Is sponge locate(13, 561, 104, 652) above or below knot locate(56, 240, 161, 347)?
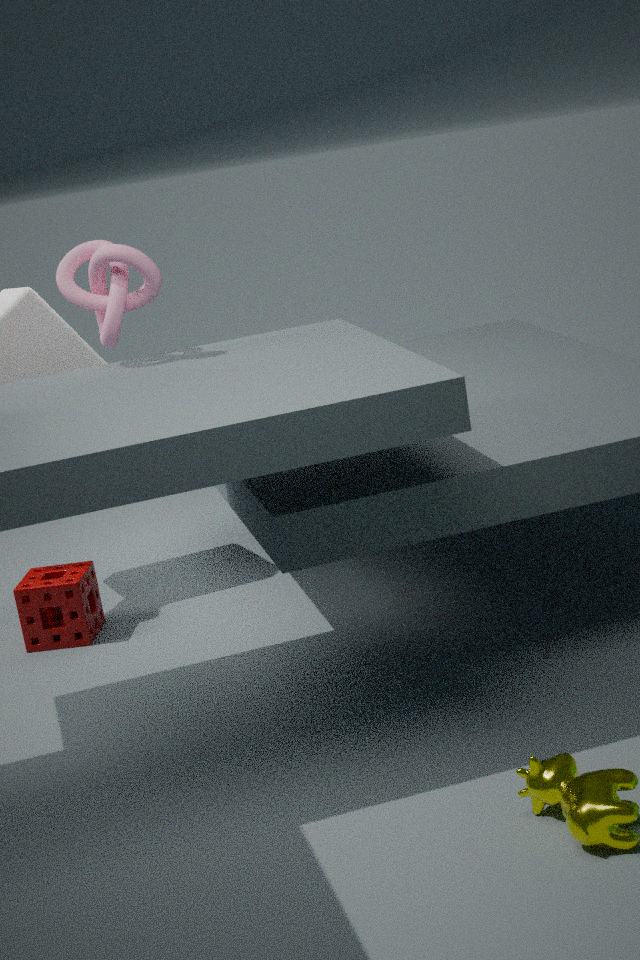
below
